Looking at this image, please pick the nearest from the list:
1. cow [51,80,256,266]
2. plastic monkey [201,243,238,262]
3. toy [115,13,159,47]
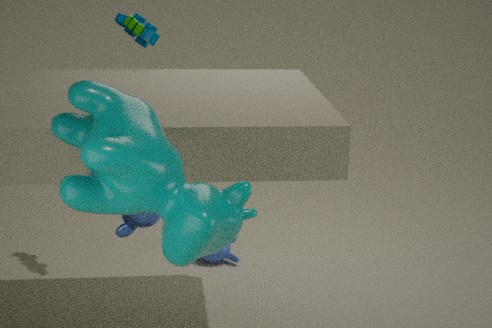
cow [51,80,256,266]
